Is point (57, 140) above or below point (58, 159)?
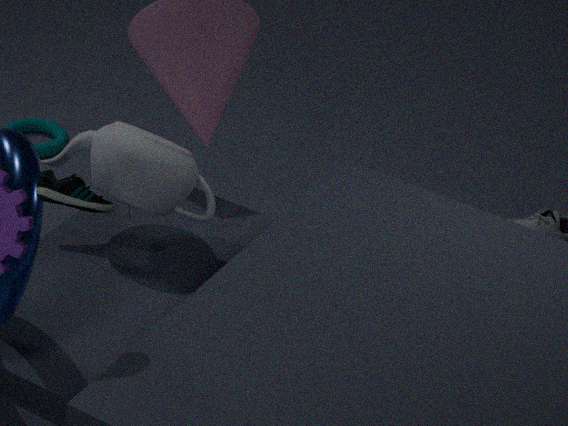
below
